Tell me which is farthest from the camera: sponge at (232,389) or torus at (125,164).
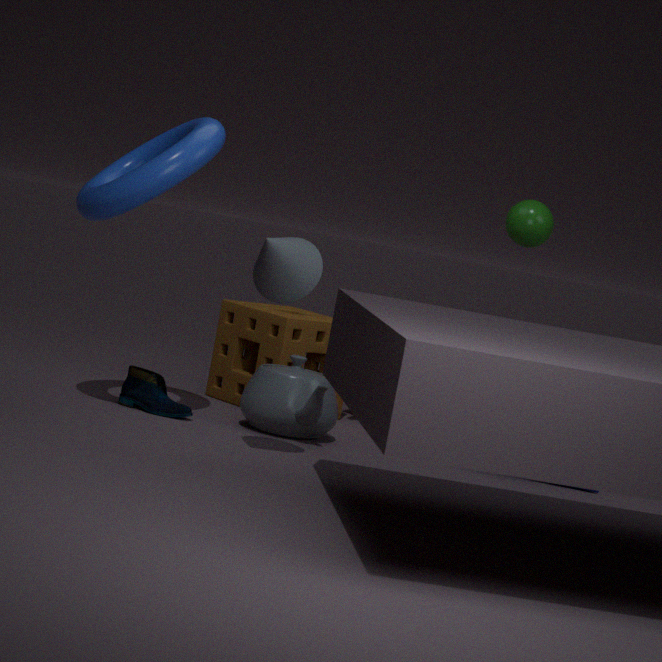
sponge at (232,389)
